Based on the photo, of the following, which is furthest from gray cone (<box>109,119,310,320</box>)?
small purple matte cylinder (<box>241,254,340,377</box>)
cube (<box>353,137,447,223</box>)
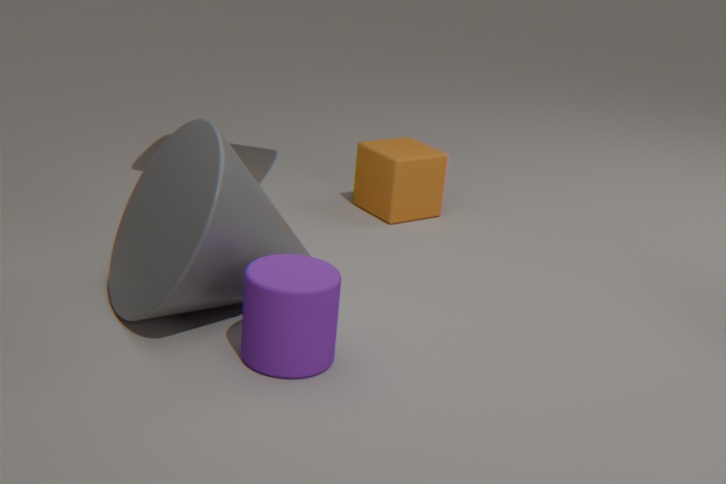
cube (<box>353,137,447,223</box>)
